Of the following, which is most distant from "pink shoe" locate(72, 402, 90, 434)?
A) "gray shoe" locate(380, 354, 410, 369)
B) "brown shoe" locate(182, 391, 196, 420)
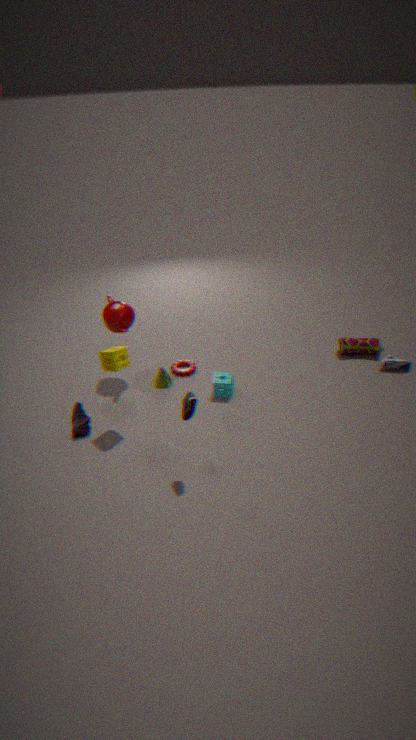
"gray shoe" locate(380, 354, 410, 369)
